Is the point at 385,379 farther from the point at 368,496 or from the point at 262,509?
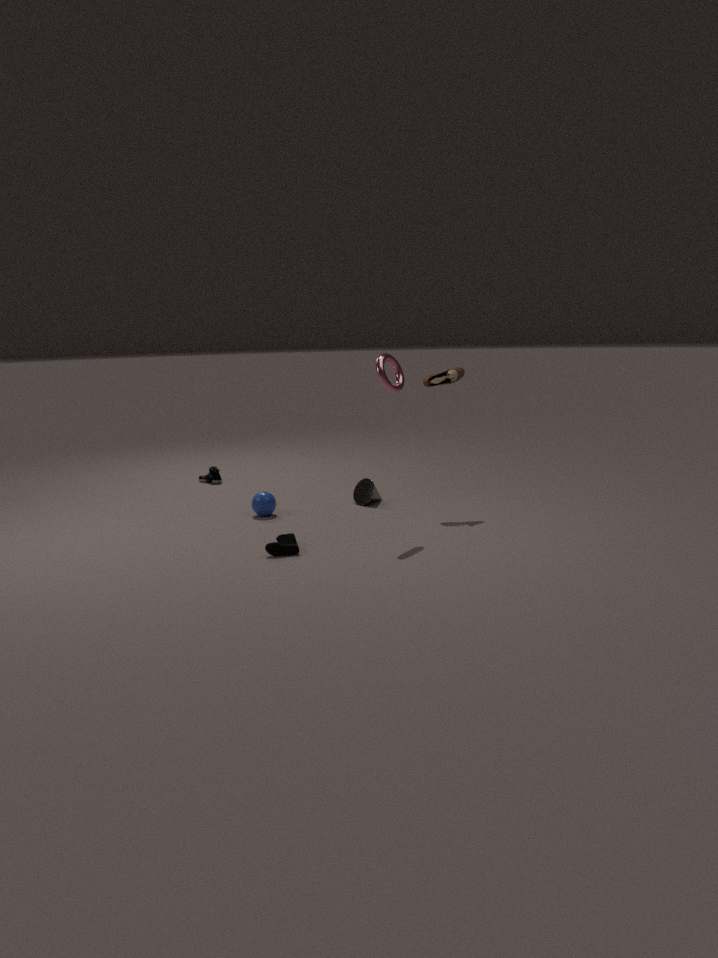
the point at 262,509
